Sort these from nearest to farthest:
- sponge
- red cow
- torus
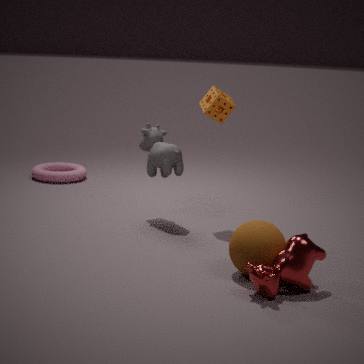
red cow < sponge < torus
